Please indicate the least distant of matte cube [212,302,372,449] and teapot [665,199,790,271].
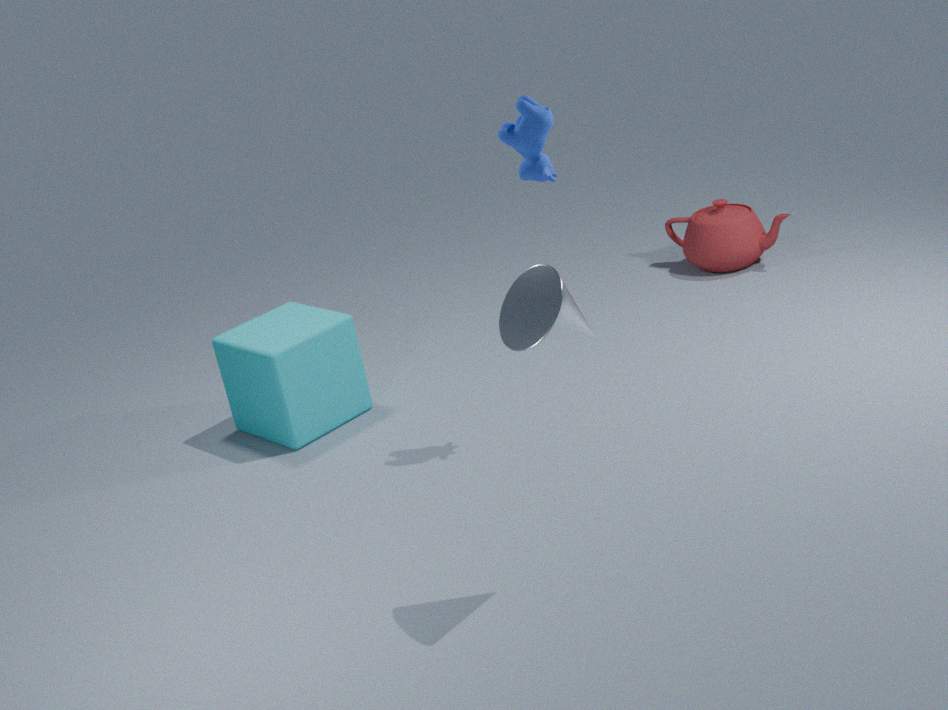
matte cube [212,302,372,449]
